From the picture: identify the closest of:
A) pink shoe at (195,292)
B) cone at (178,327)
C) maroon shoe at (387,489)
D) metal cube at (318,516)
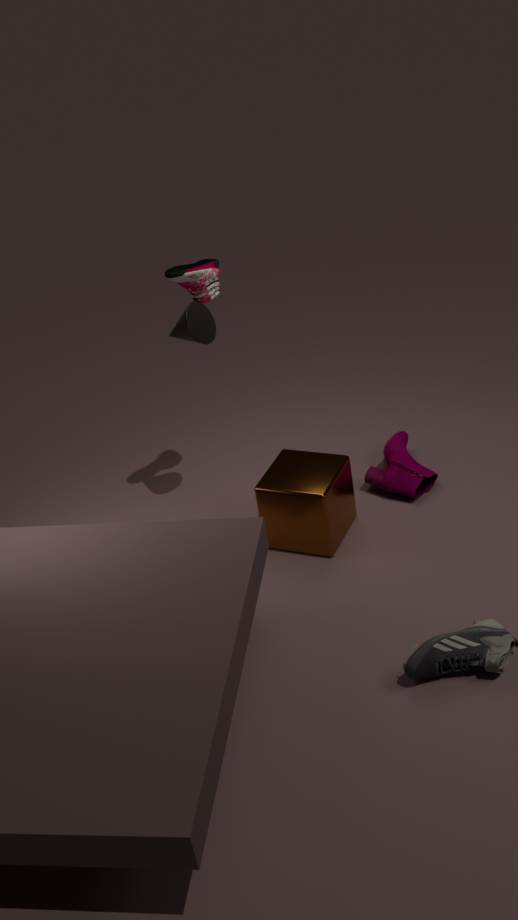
metal cube at (318,516)
